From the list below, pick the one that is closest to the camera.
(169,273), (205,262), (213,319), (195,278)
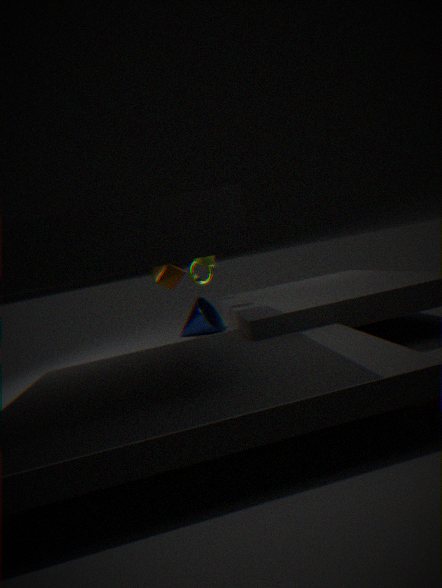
(205,262)
